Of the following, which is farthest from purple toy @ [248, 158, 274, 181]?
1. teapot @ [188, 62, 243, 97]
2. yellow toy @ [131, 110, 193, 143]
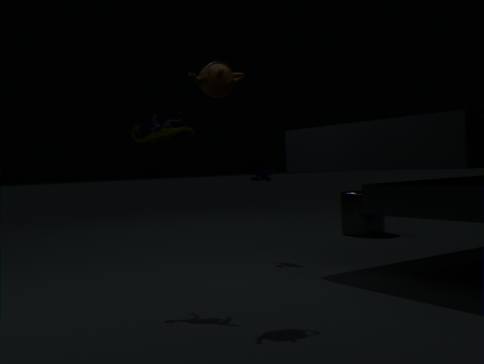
teapot @ [188, 62, 243, 97]
